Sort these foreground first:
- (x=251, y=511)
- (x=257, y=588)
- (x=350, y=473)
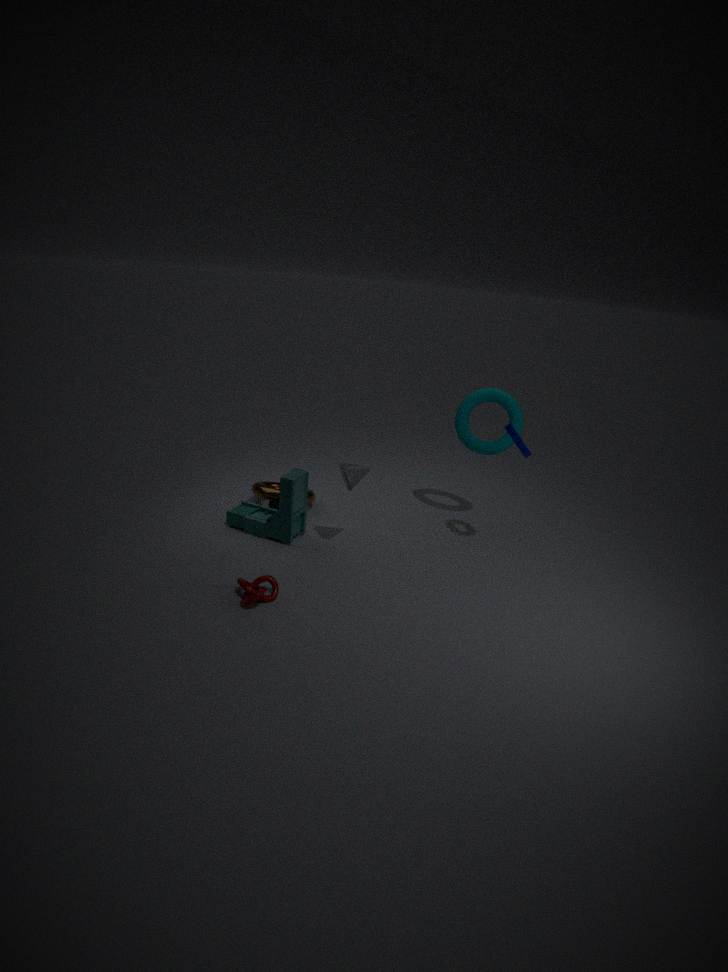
(x=257, y=588) < (x=350, y=473) < (x=251, y=511)
